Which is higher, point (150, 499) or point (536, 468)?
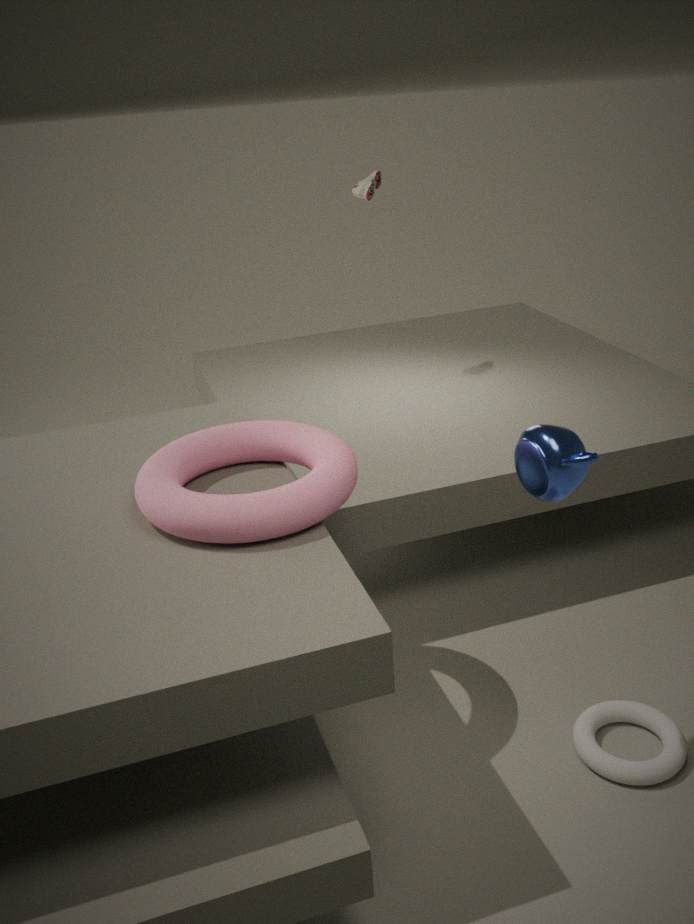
point (536, 468)
